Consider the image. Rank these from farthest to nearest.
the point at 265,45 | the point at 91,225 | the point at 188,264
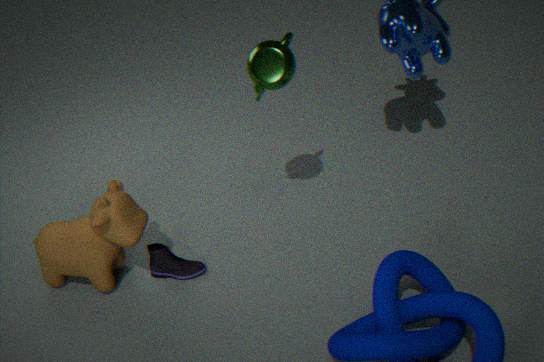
the point at 188,264
the point at 91,225
the point at 265,45
